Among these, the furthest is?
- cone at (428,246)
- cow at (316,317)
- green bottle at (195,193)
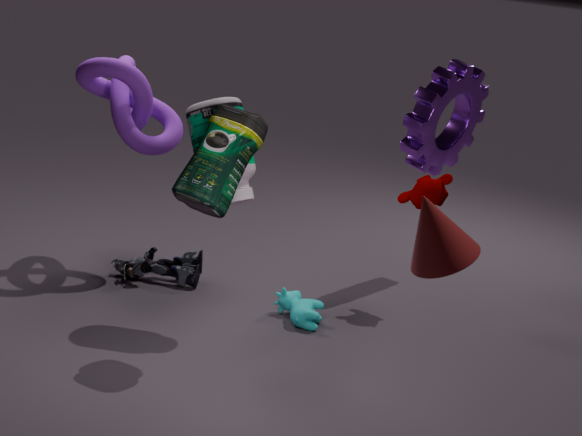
cow at (316,317)
